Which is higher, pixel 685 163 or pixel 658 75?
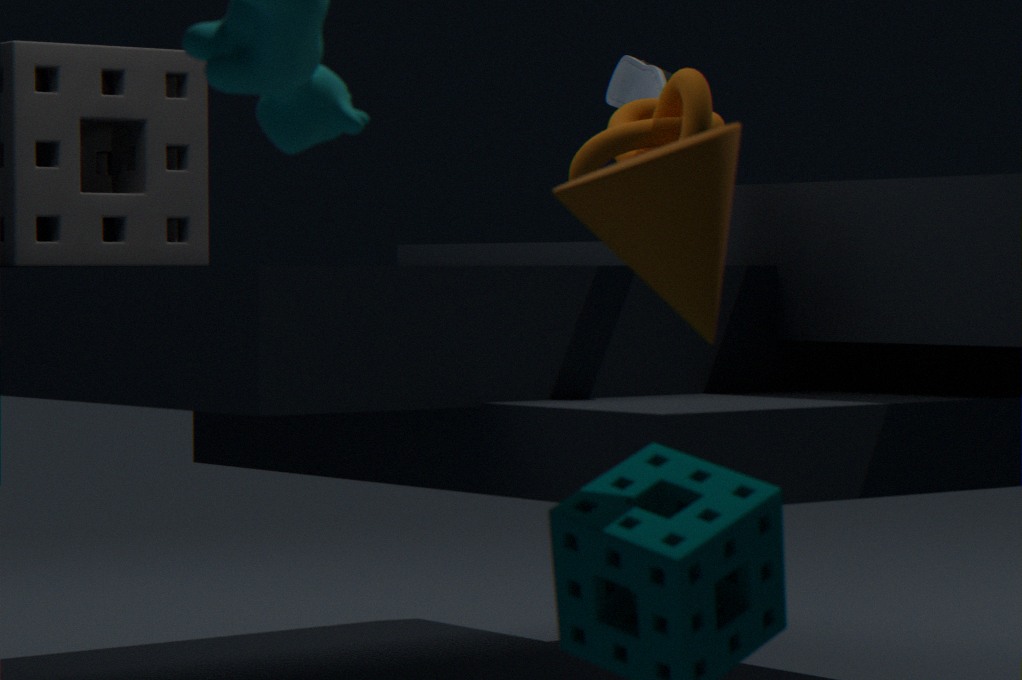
pixel 658 75
